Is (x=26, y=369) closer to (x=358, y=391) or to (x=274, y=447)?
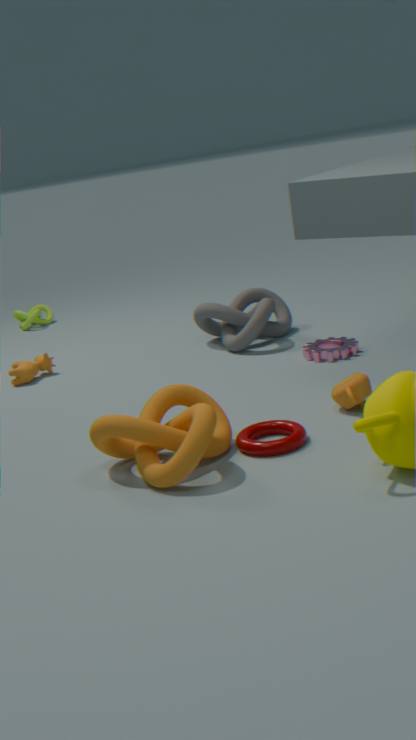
(x=274, y=447)
